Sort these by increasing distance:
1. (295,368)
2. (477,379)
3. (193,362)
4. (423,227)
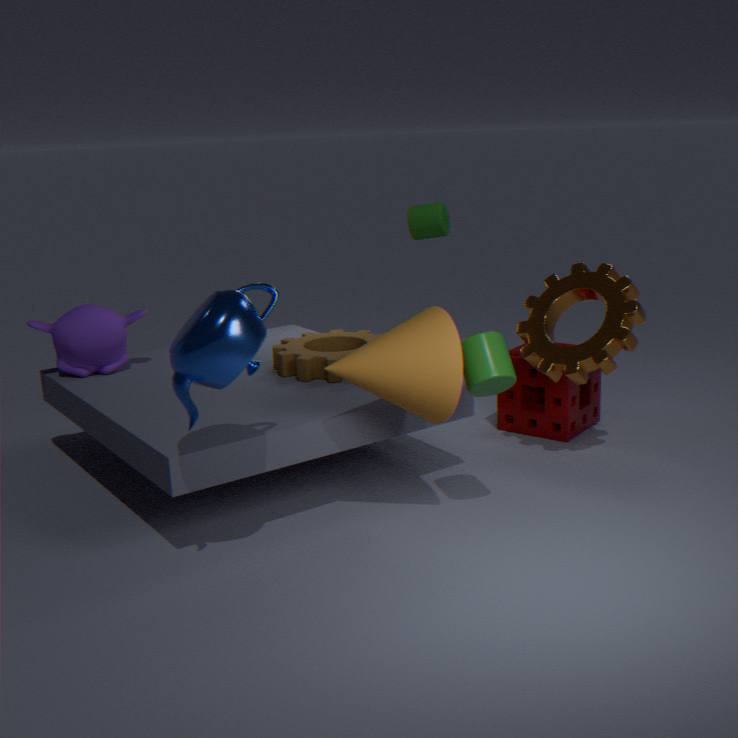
(193,362) → (477,379) → (295,368) → (423,227)
